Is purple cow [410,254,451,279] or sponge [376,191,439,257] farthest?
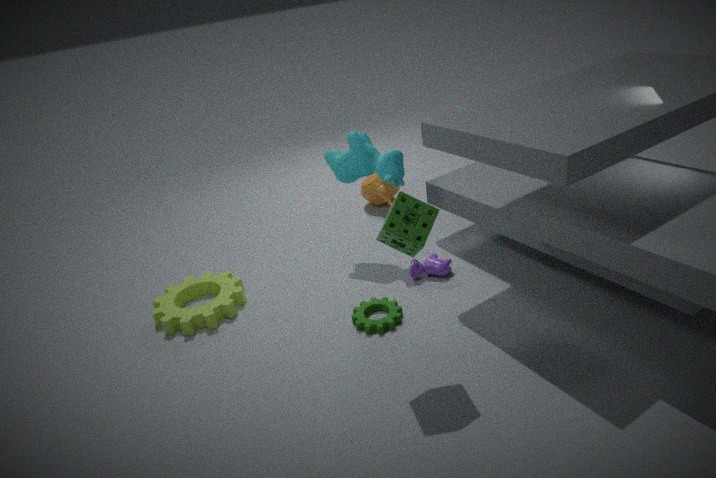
purple cow [410,254,451,279]
